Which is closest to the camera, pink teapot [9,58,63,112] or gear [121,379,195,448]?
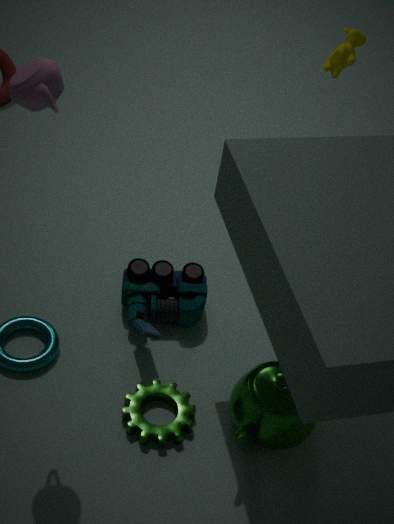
pink teapot [9,58,63,112]
